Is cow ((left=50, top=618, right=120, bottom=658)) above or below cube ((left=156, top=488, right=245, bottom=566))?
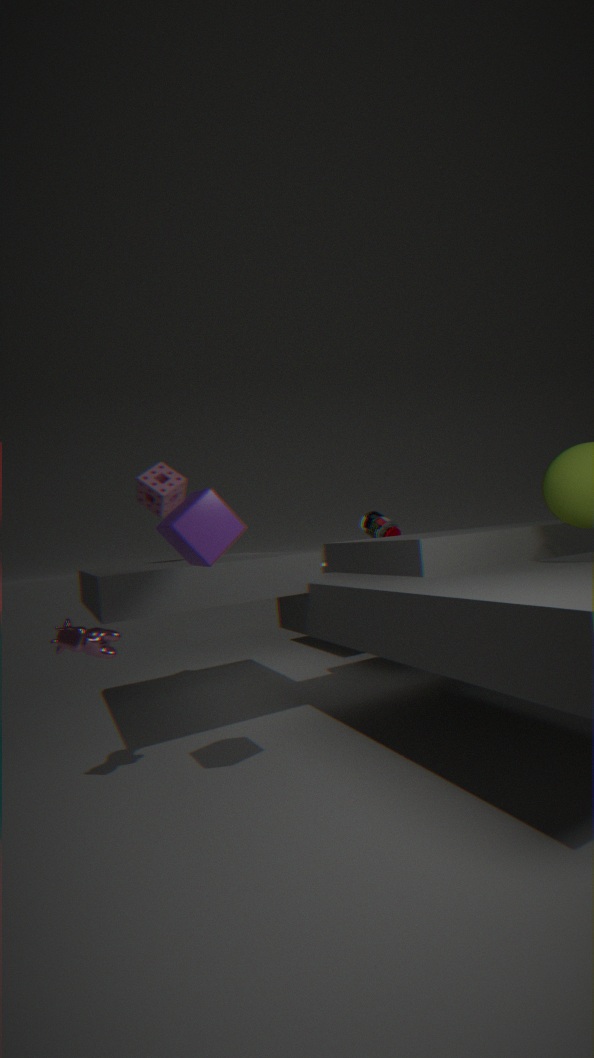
below
